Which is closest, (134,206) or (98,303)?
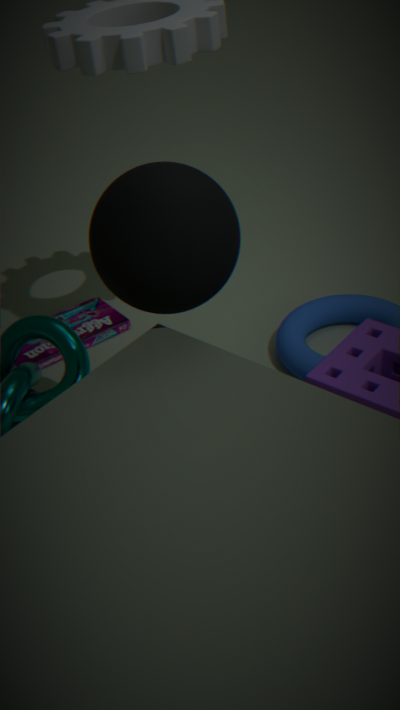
(134,206)
